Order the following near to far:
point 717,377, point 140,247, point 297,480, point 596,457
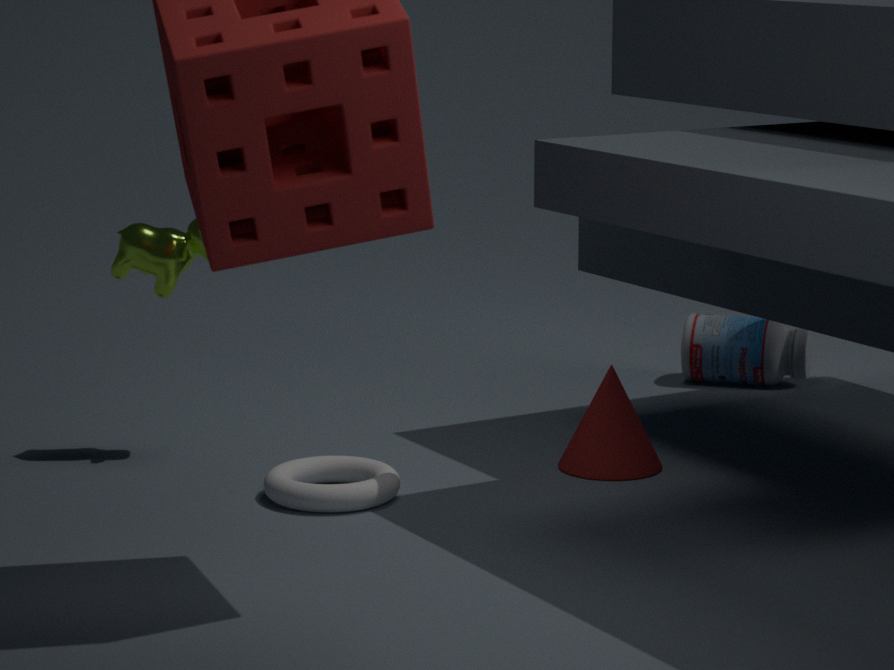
point 297,480 < point 596,457 < point 140,247 < point 717,377
